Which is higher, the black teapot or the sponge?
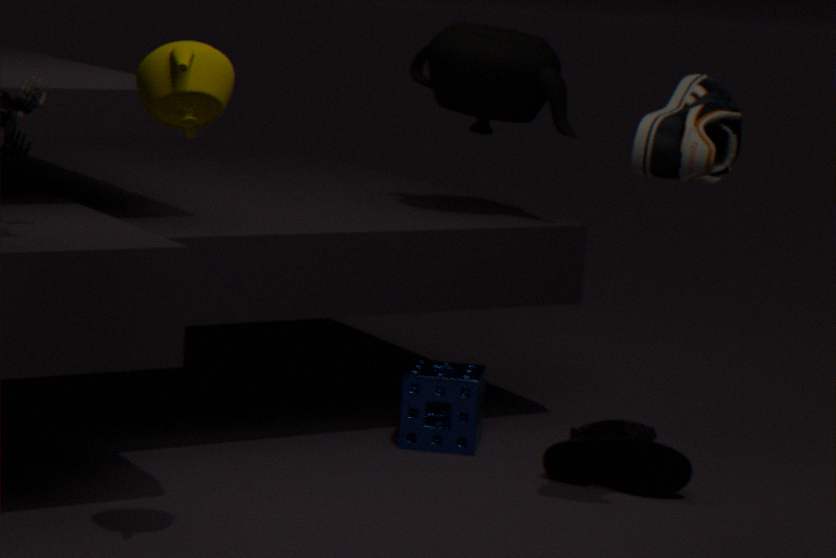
the black teapot
